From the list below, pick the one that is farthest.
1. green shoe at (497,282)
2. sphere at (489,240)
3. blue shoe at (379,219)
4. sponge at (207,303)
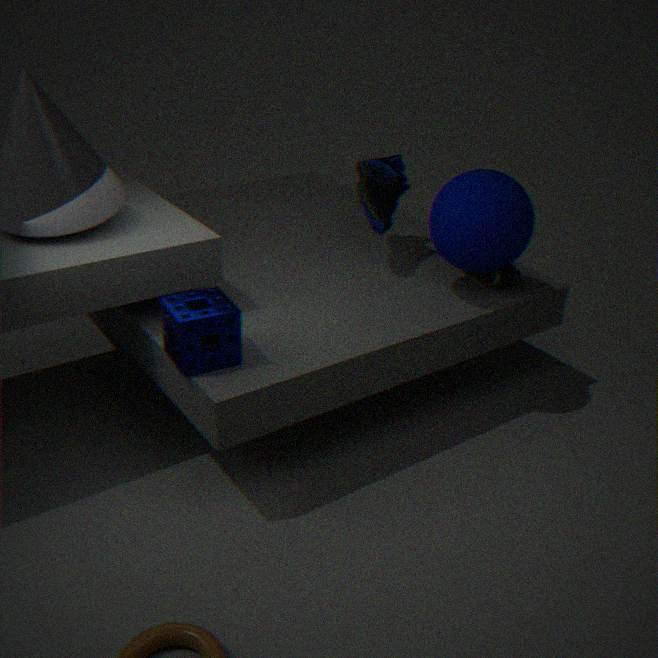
blue shoe at (379,219)
